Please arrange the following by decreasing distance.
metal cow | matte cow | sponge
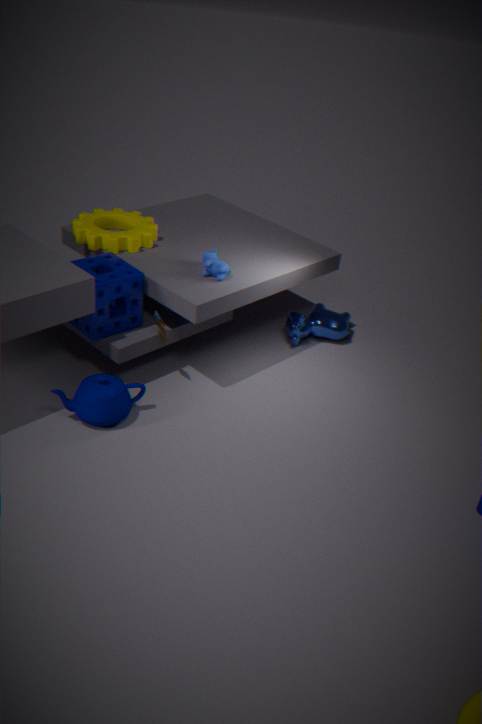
metal cow, matte cow, sponge
